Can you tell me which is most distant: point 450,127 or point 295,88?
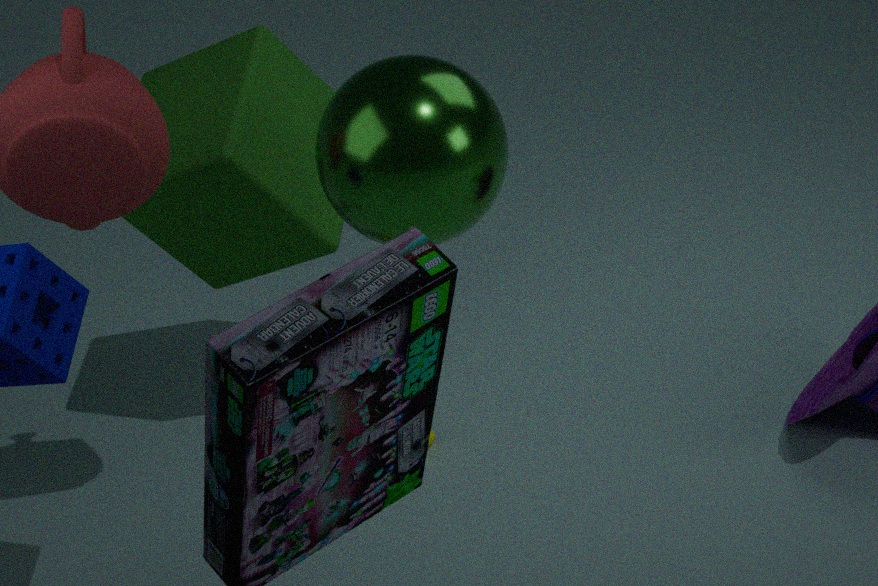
point 295,88
